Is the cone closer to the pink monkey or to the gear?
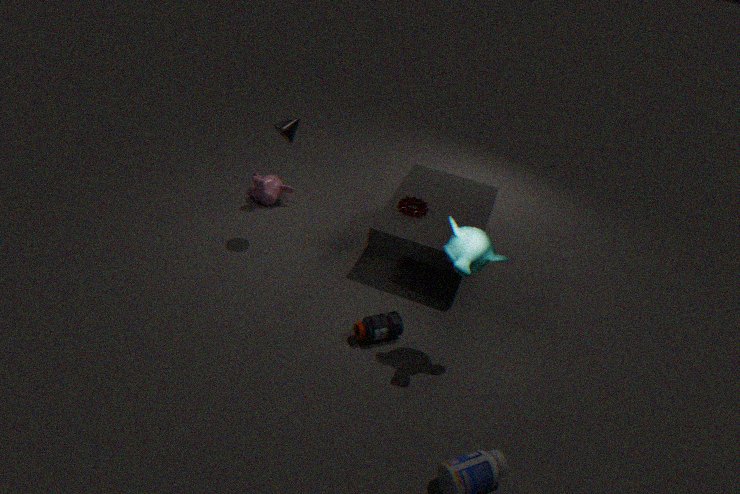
the pink monkey
